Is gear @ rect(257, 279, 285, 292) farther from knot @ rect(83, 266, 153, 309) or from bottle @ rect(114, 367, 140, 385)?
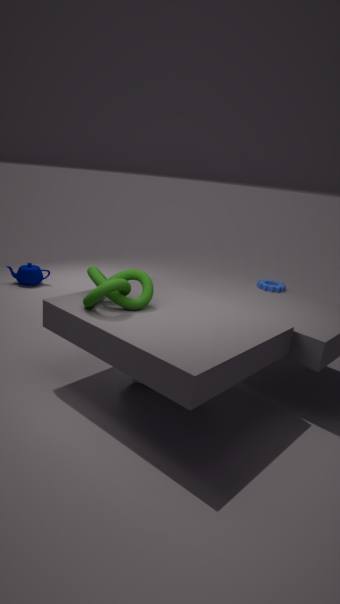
knot @ rect(83, 266, 153, 309)
